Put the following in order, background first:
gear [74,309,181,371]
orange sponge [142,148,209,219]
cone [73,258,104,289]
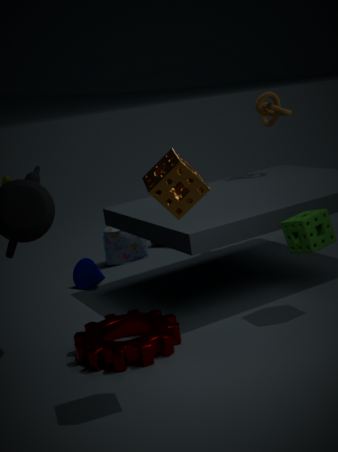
1. cone [73,258,104,289]
2. gear [74,309,181,371]
3. orange sponge [142,148,209,219]
